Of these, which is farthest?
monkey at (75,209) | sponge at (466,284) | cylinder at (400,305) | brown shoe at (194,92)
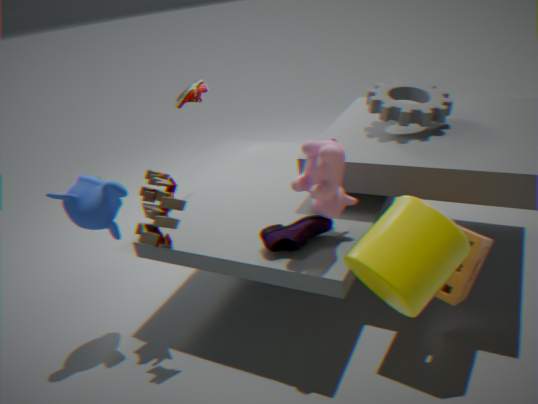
brown shoe at (194,92)
